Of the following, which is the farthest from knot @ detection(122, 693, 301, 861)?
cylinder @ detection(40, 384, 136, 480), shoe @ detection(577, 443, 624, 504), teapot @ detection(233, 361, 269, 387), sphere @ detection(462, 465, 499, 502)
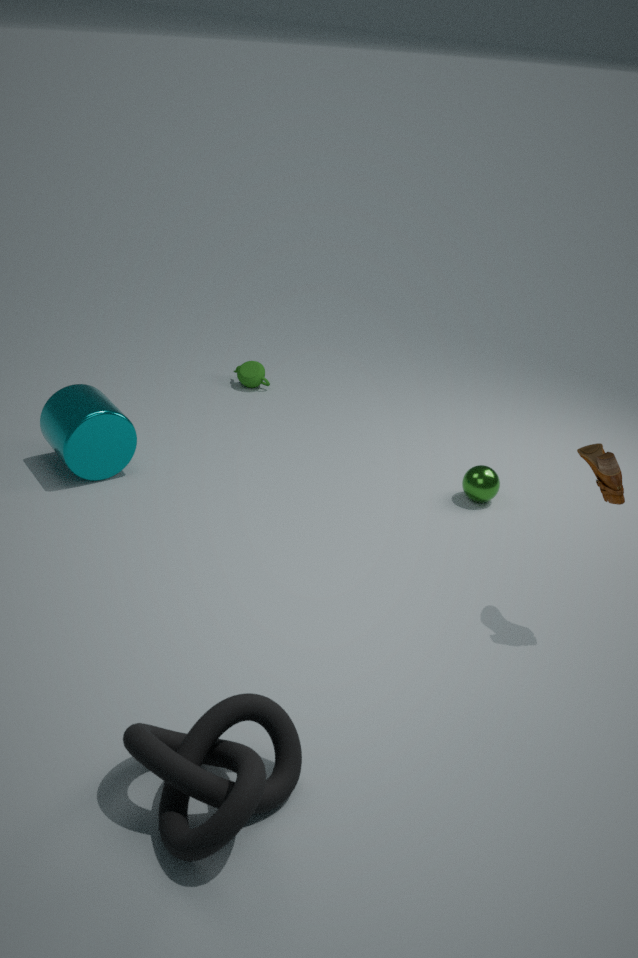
teapot @ detection(233, 361, 269, 387)
